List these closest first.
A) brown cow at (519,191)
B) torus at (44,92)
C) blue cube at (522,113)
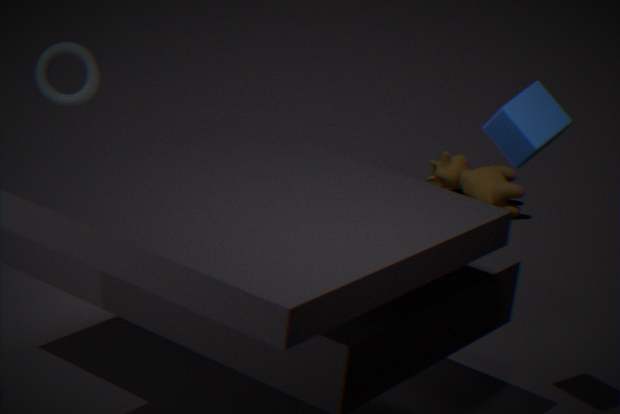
blue cube at (522,113) → torus at (44,92) → brown cow at (519,191)
